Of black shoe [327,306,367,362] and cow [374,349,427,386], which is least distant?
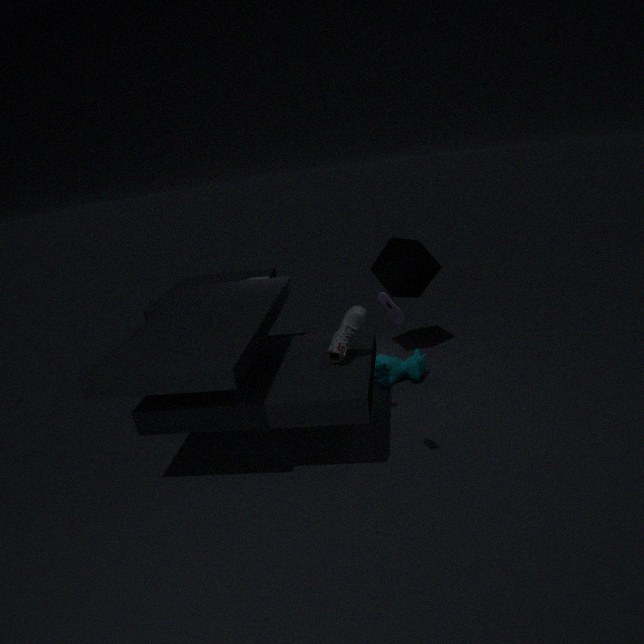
black shoe [327,306,367,362]
